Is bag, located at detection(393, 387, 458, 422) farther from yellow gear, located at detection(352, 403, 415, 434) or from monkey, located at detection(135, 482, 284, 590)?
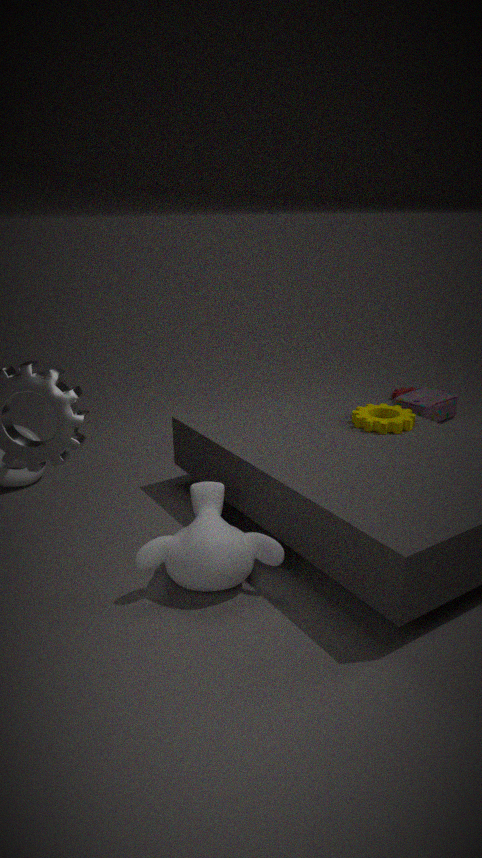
monkey, located at detection(135, 482, 284, 590)
